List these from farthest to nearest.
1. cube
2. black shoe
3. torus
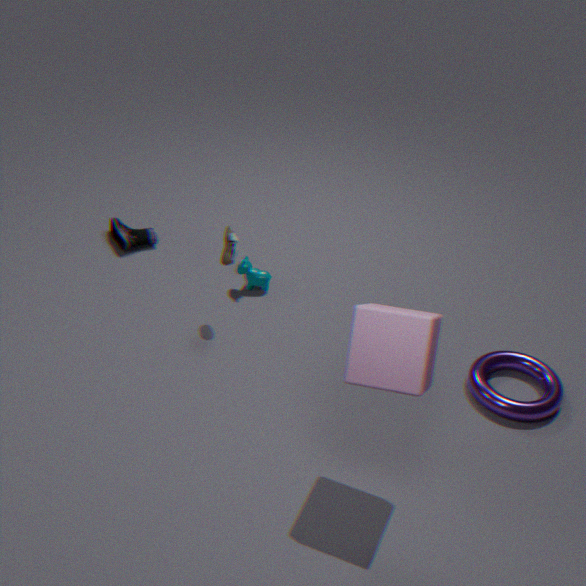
black shoe → torus → cube
